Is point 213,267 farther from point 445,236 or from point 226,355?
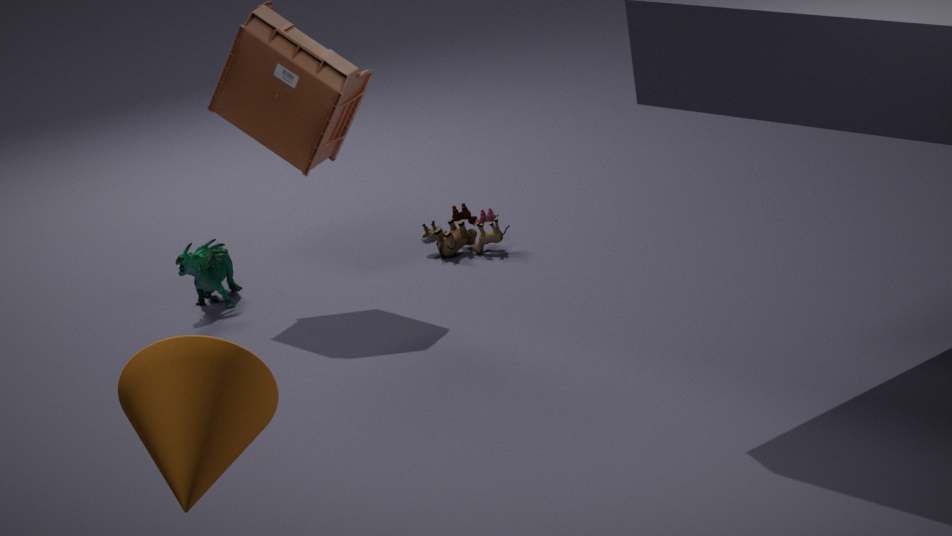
point 226,355
